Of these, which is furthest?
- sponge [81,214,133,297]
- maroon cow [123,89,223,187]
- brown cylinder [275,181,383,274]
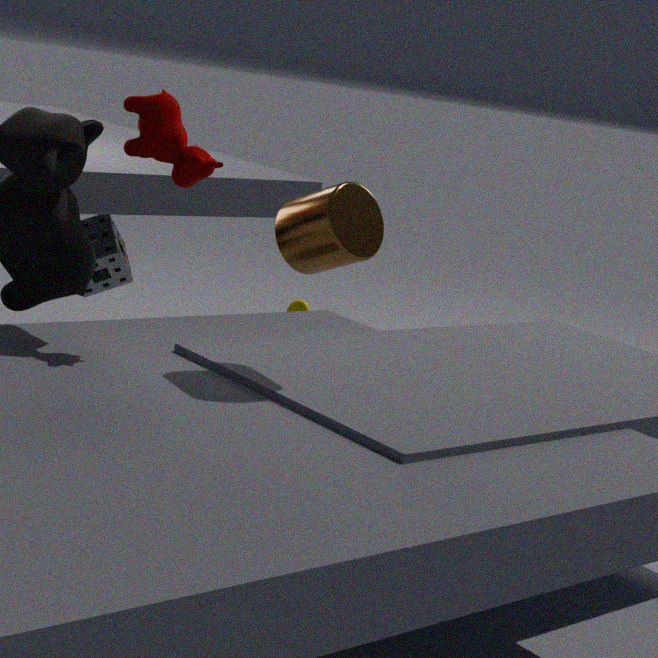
sponge [81,214,133,297]
